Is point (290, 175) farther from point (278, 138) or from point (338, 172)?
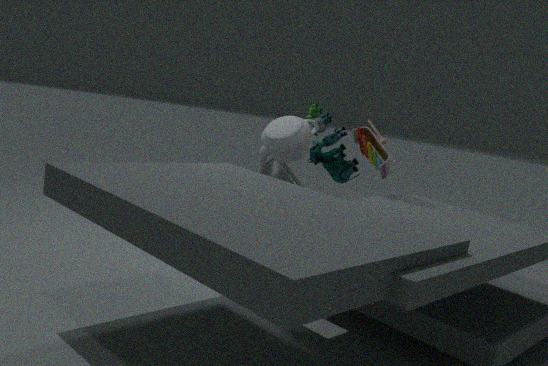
point (278, 138)
